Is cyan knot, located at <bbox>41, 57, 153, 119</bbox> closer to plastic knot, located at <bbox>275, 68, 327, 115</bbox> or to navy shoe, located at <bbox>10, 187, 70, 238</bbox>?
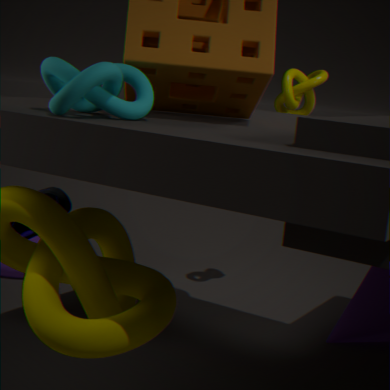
navy shoe, located at <bbox>10, 187, 70, 238</bbox>
